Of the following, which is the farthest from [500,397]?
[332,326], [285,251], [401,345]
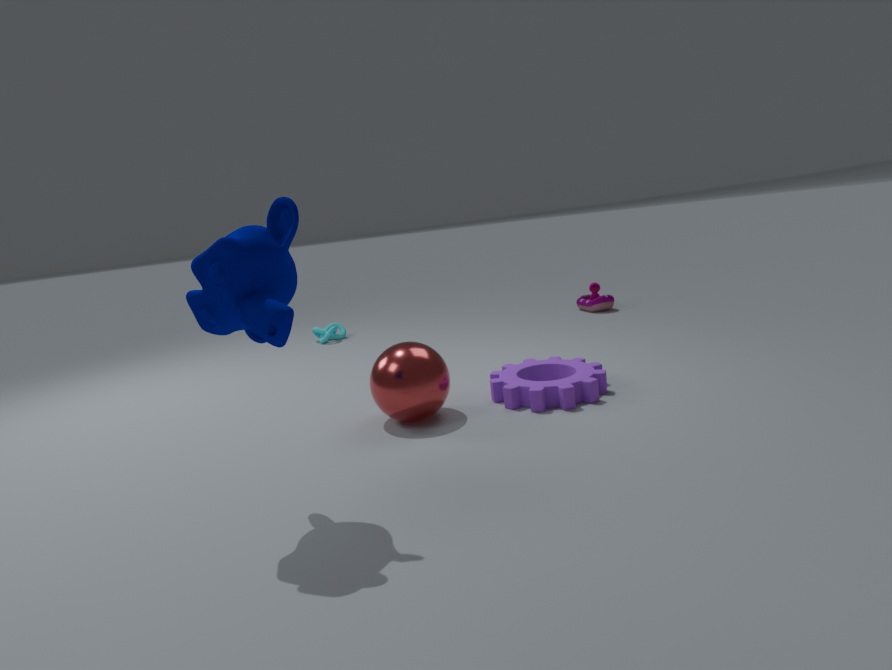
[332,326]
